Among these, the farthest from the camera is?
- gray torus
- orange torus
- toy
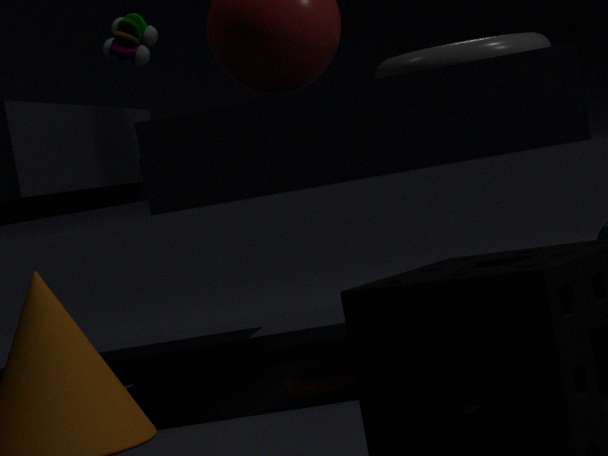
toy
